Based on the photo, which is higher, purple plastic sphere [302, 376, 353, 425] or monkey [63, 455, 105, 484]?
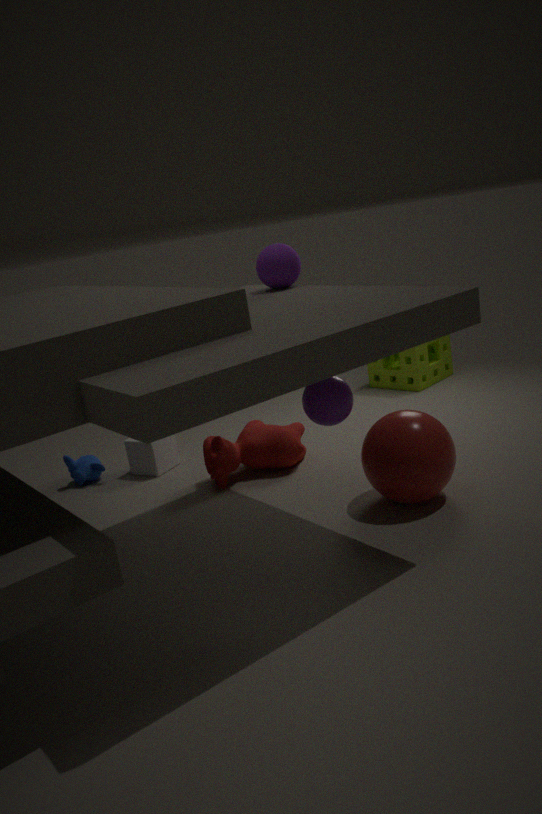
purple plastic sphere [302, 376, 353, 425]
